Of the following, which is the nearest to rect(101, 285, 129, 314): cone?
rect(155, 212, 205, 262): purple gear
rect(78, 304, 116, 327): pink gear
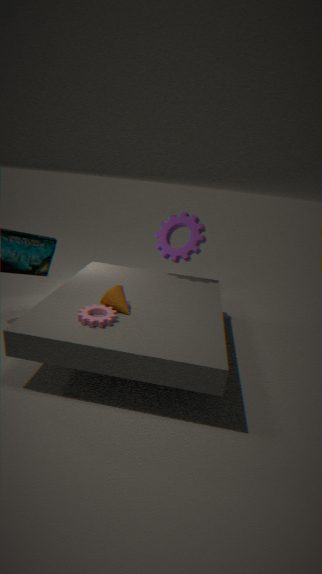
rect(78, 304, 116, 327): pink gear
